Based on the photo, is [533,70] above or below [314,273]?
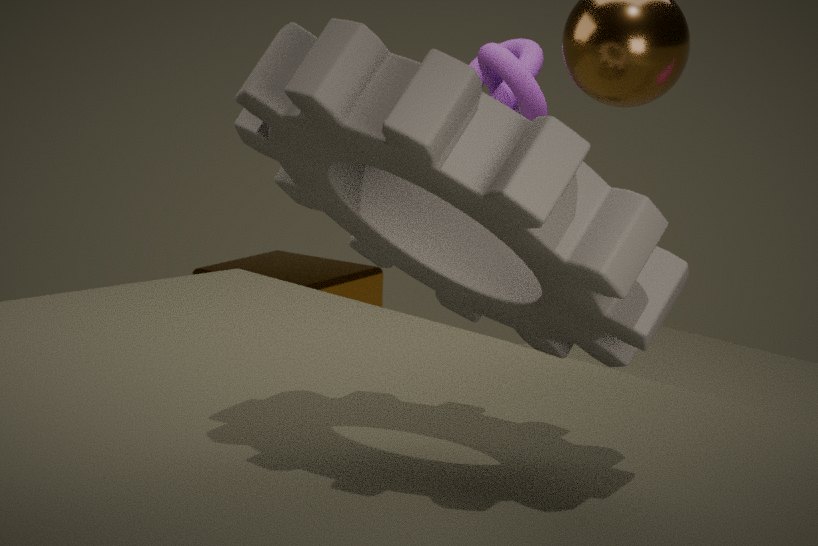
above
